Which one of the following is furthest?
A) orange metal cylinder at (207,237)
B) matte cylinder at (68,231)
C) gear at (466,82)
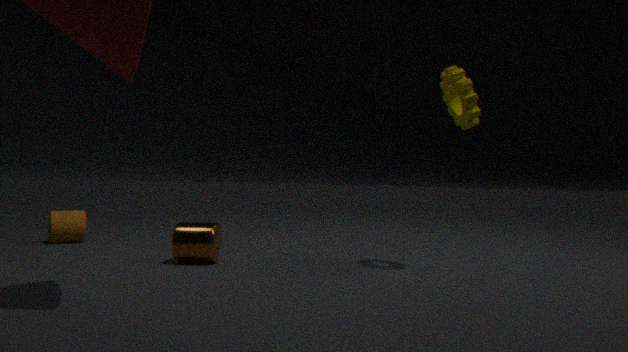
matte cylinder at (68,231)
